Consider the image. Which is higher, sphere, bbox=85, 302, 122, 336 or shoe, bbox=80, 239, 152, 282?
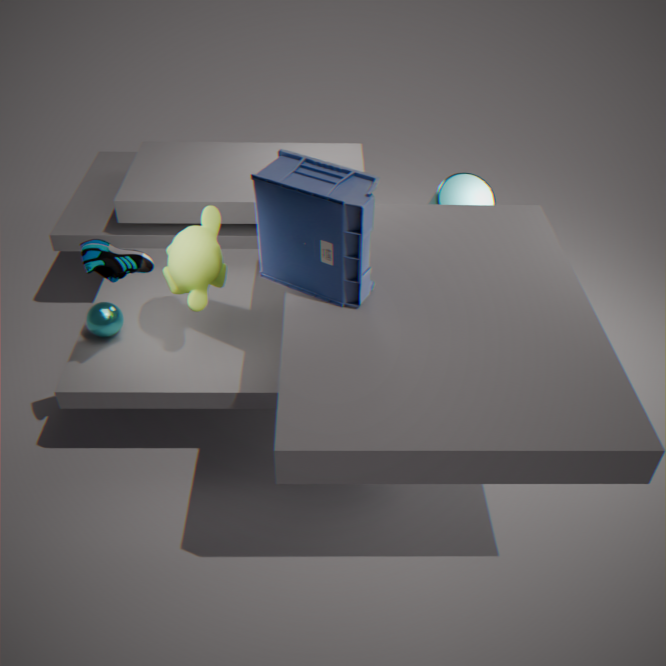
shoe, bbox=80, 239, 152, 282
